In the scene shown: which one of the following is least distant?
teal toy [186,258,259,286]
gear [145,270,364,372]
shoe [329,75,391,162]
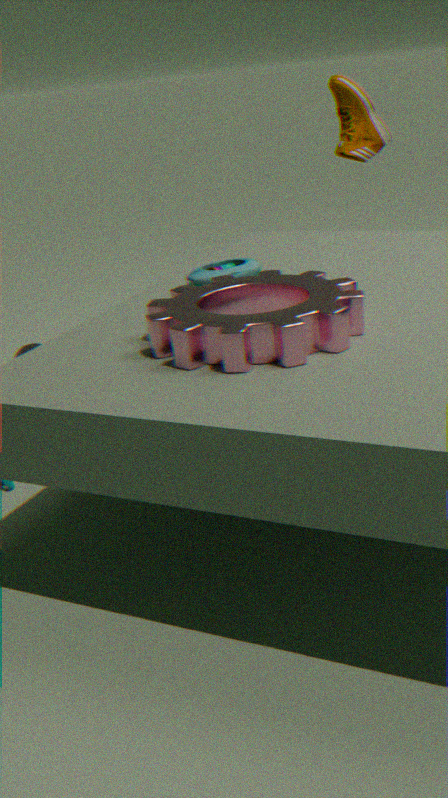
gear [145,270,364,372]
